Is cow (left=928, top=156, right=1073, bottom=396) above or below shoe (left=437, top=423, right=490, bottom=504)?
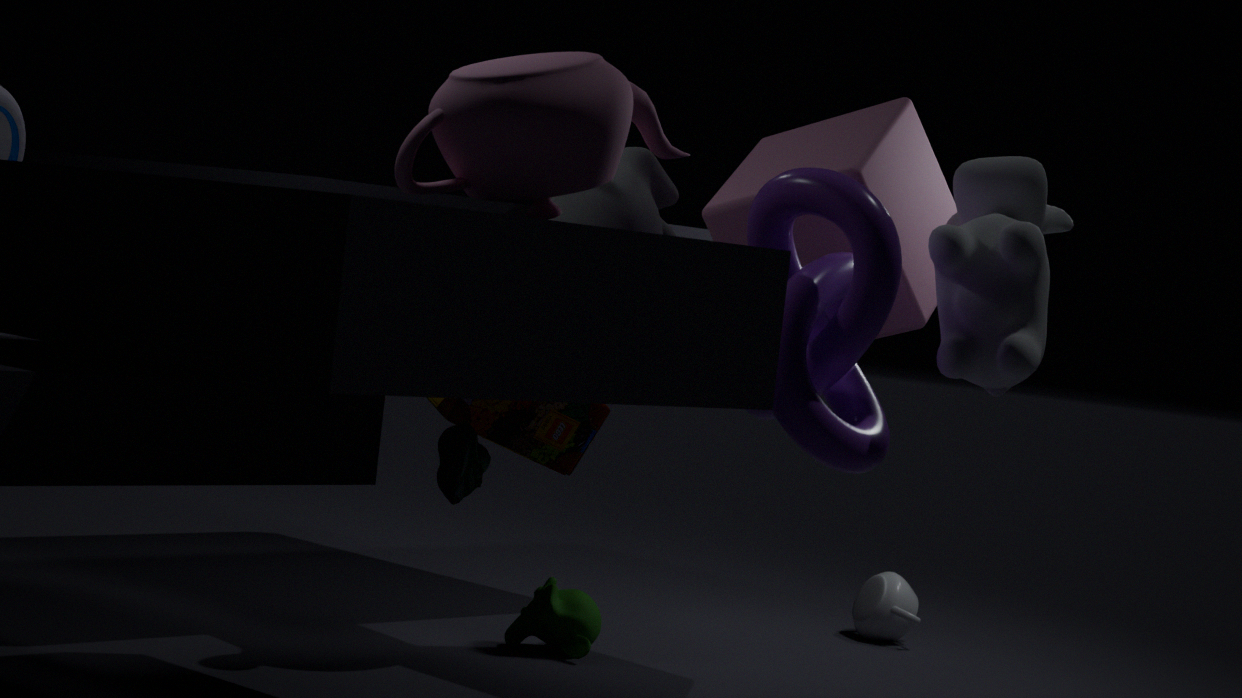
above
